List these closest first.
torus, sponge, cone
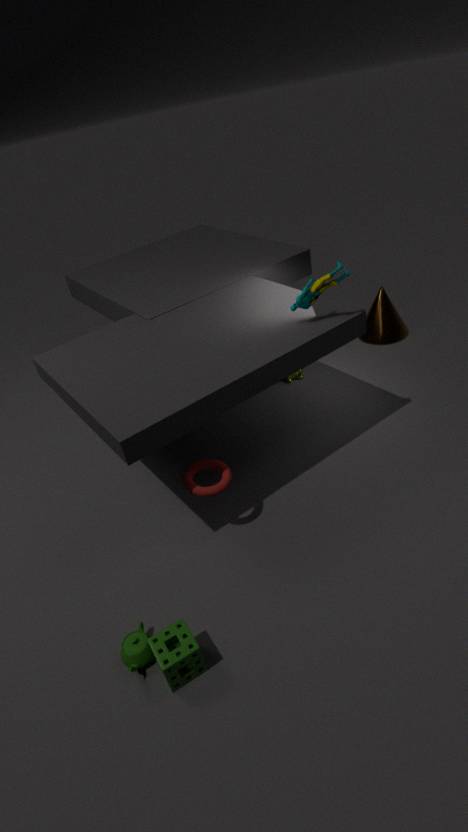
sponge
torus
cone
